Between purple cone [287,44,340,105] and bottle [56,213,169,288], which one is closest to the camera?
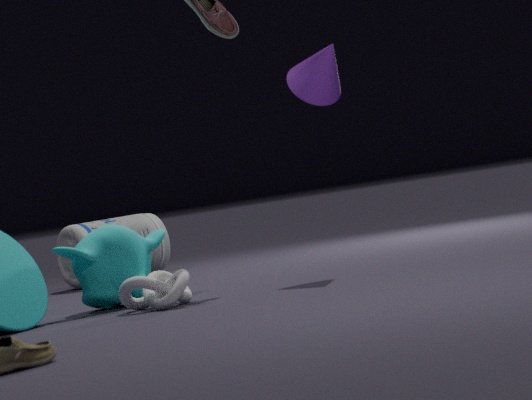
purple cone [287,44,340,105]
